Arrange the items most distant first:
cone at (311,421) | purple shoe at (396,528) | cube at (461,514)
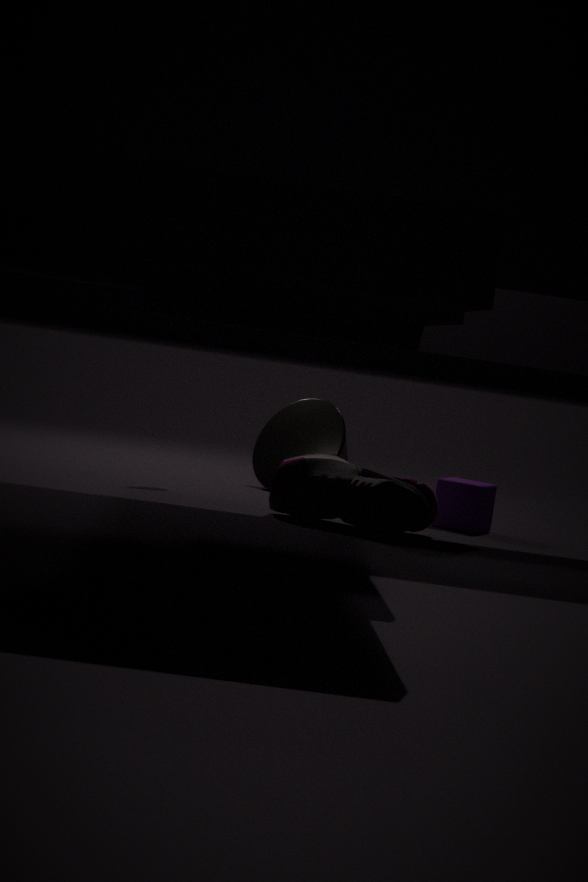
cone at (311,421)
cube at (461,514)
purple shoe at (396,528)
